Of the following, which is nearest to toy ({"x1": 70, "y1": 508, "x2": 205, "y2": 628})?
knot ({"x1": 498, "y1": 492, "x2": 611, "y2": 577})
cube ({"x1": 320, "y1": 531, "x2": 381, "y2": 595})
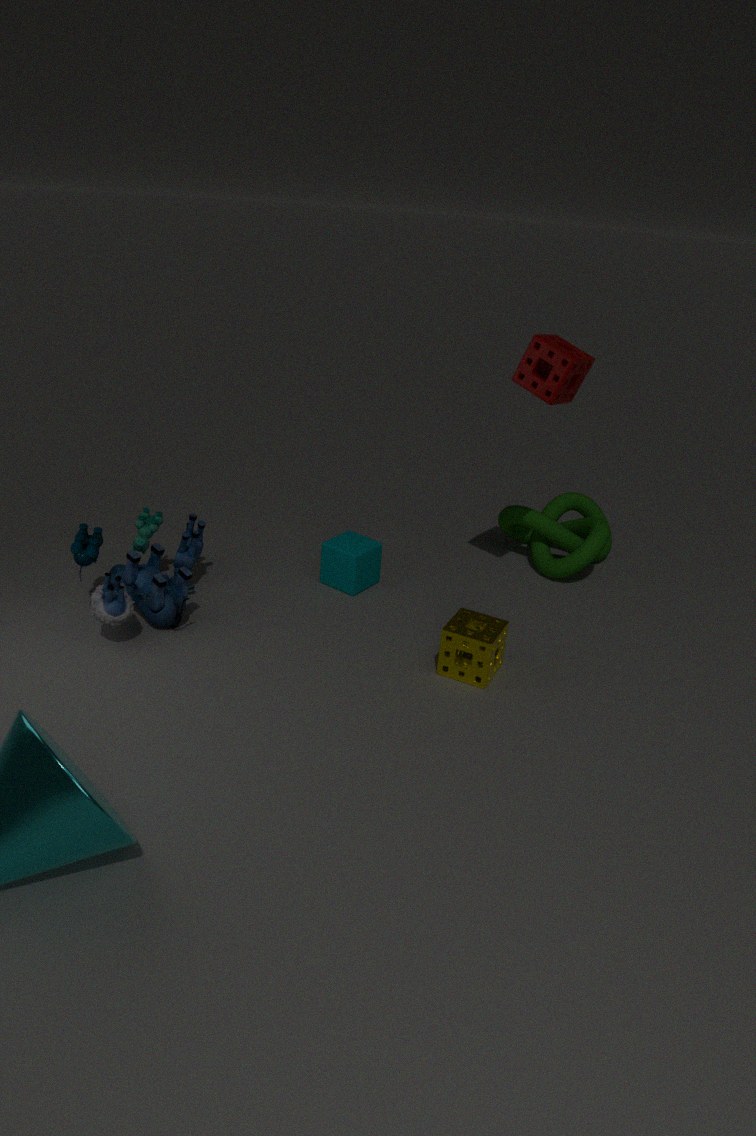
cube ({"x1": 320, "y1": 531, "x2": 381, "y2": 595})
